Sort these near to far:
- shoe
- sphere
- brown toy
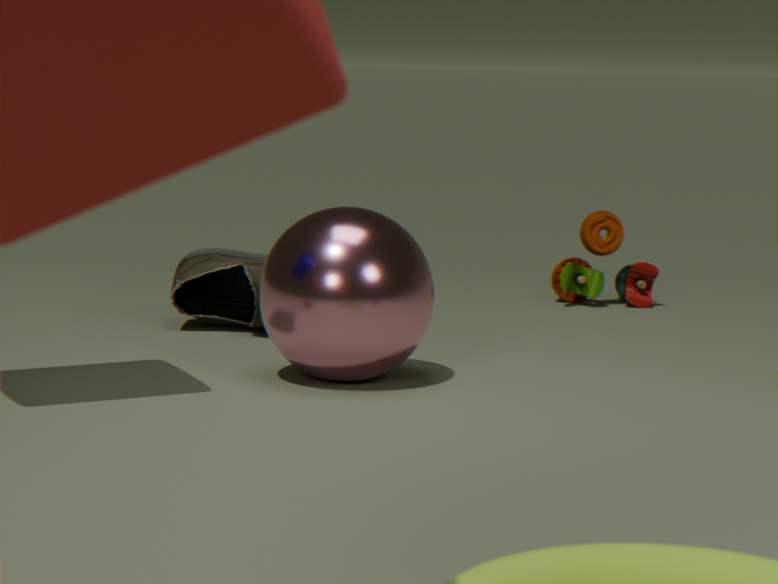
sphere < shoe < brown toy
